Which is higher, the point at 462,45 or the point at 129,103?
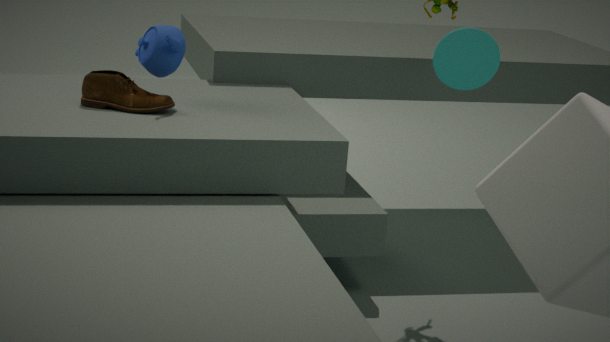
the point at 462,45
